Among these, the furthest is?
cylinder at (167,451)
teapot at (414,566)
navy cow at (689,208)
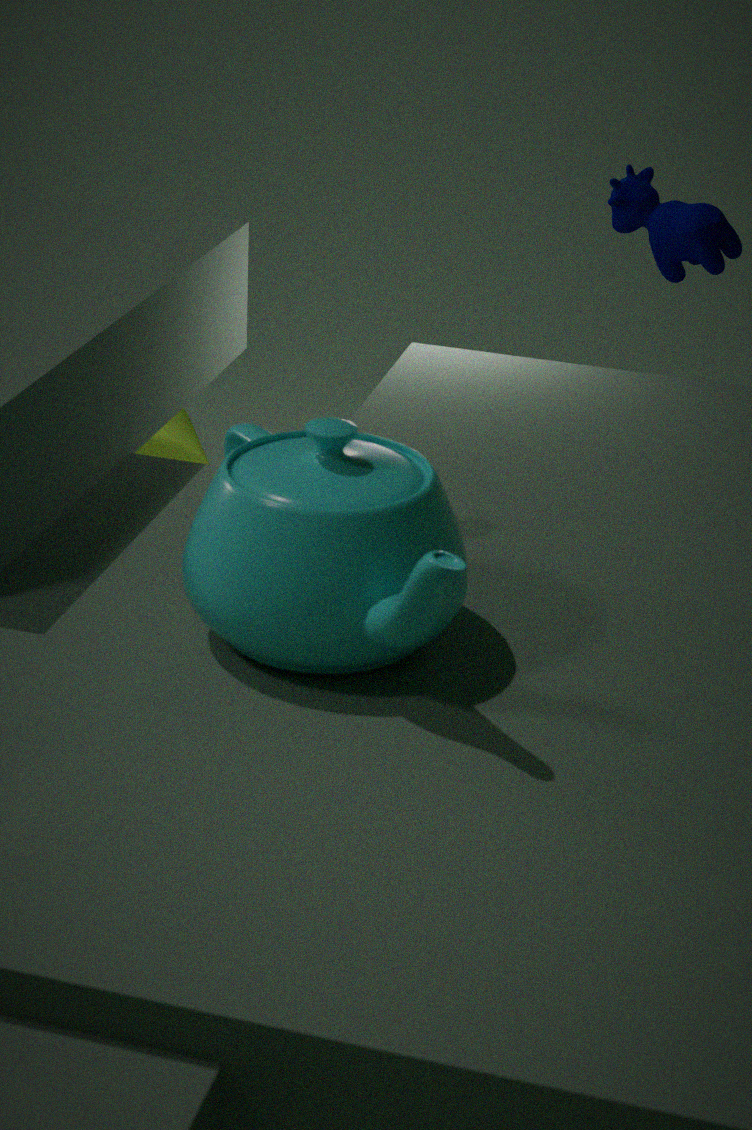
cylinder at (167,451)
